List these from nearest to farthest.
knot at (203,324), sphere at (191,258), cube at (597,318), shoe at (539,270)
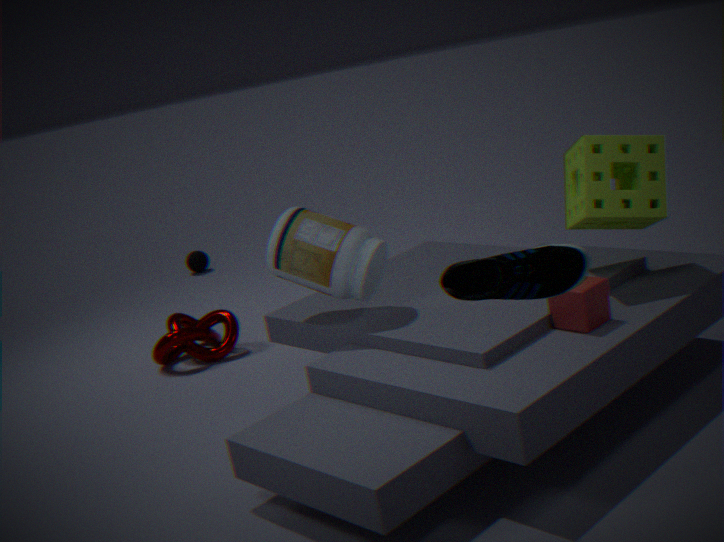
shoe at (539,270) < cube at (597,318) < knot at (203,324) < sphere at (191,258)
